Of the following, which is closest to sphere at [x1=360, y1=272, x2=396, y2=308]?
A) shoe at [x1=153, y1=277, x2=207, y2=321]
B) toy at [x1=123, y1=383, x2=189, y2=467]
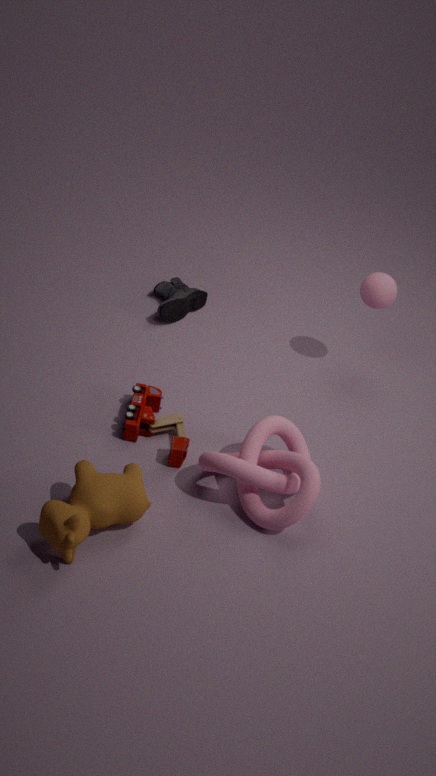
shoe at [x1=153, y1=277, x2=207, y2=321]
